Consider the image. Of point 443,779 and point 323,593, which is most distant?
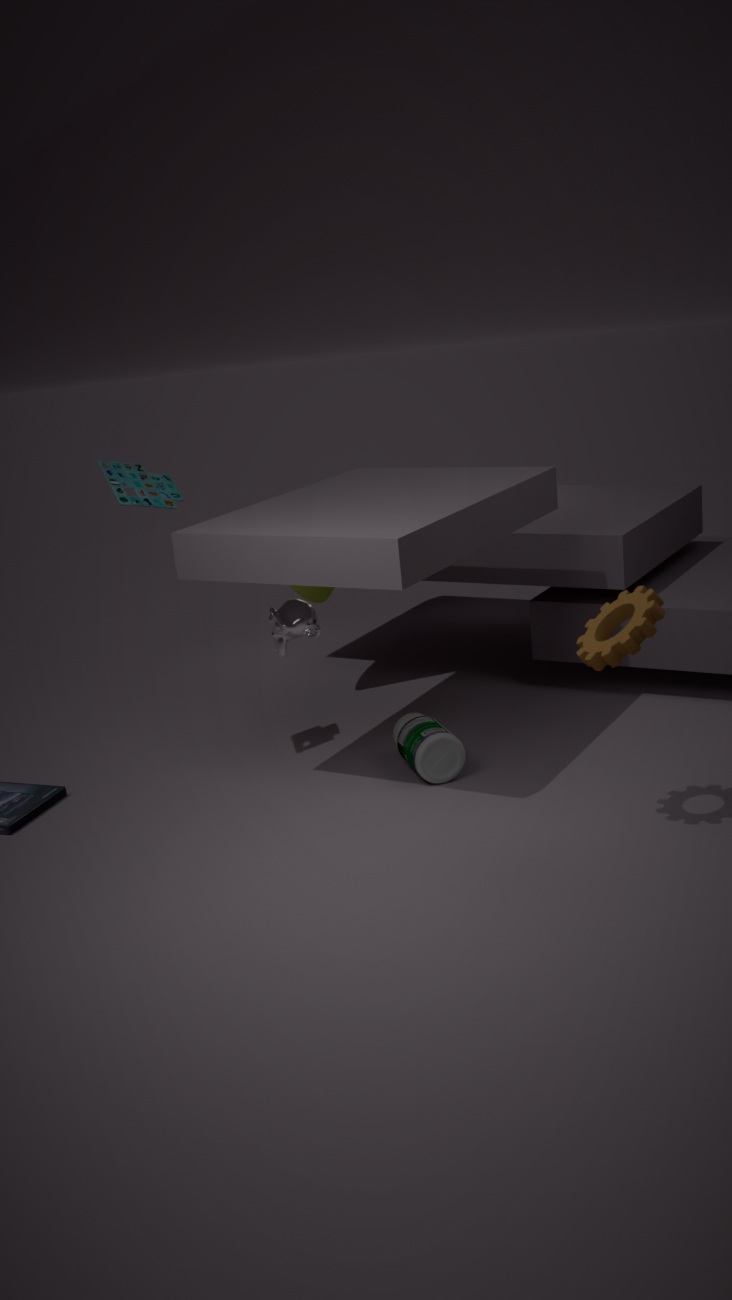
point 323,593
